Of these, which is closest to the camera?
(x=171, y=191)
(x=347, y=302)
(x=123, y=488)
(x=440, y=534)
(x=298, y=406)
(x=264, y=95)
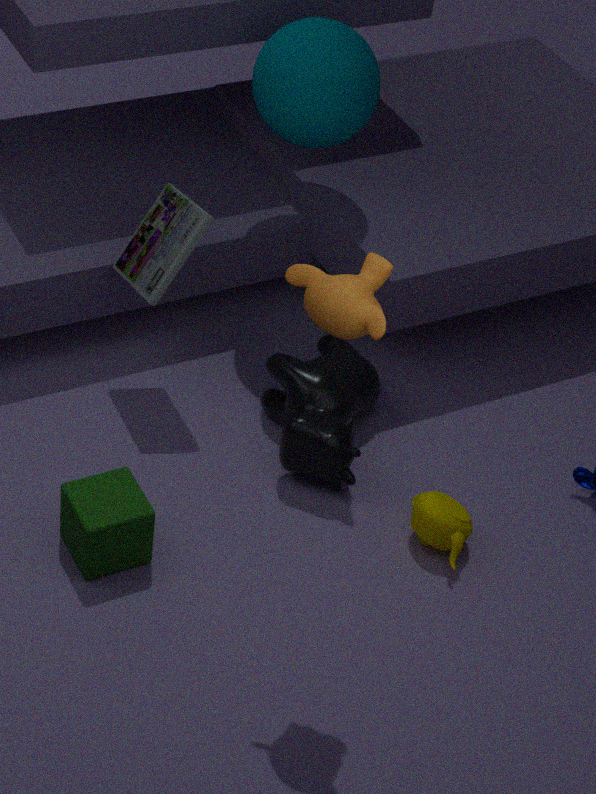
(x=347, y=302)
